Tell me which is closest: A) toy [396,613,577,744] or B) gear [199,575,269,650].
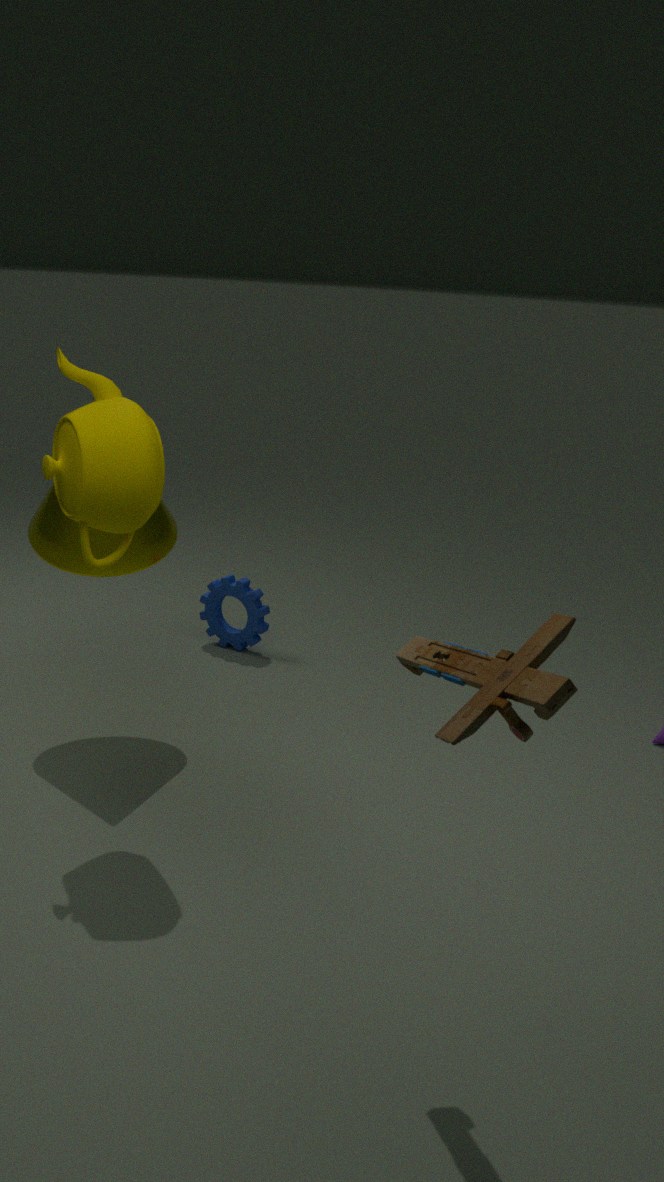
A. toy [396,613,577,744]
